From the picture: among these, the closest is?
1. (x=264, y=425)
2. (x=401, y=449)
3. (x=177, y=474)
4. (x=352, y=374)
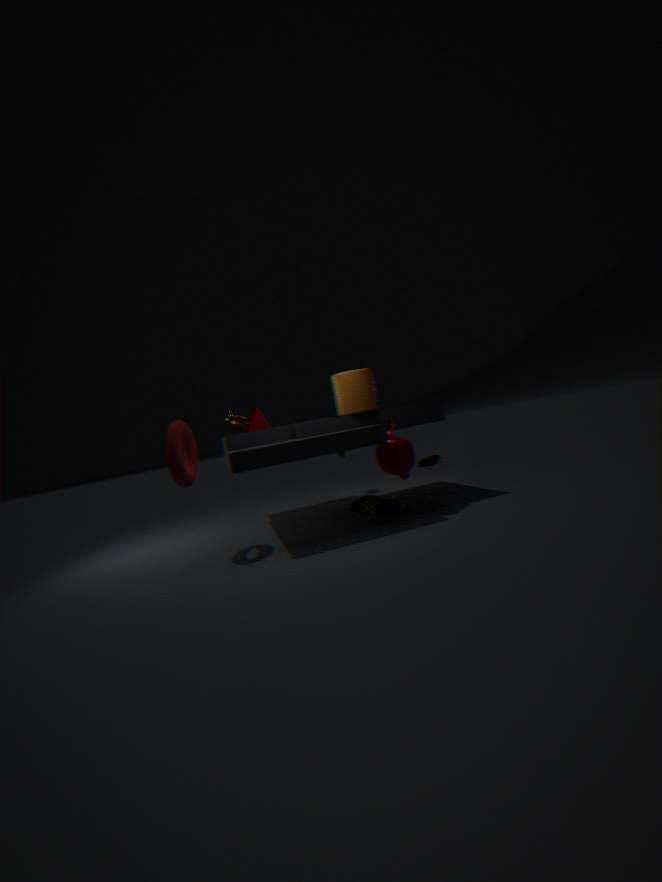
(x=177, y=474)
